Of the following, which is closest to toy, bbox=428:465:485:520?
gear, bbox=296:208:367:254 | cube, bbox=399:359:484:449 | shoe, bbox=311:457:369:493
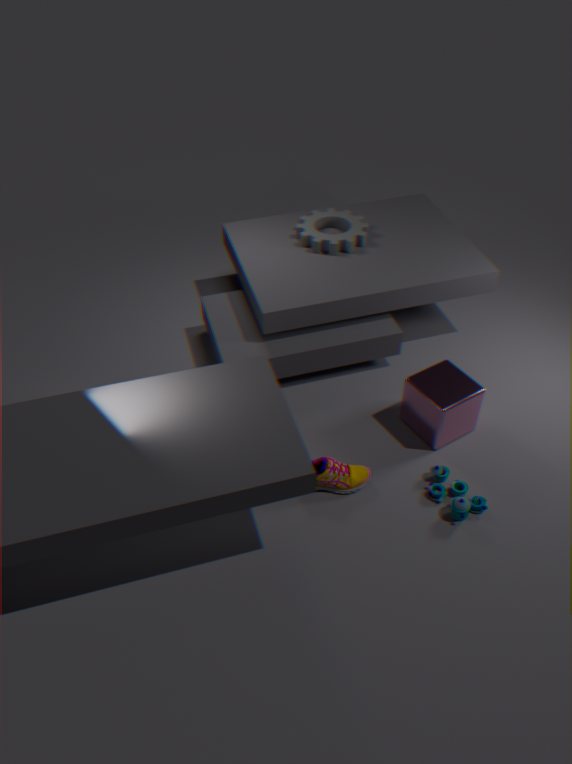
cube, bbox=399:359:484:449
